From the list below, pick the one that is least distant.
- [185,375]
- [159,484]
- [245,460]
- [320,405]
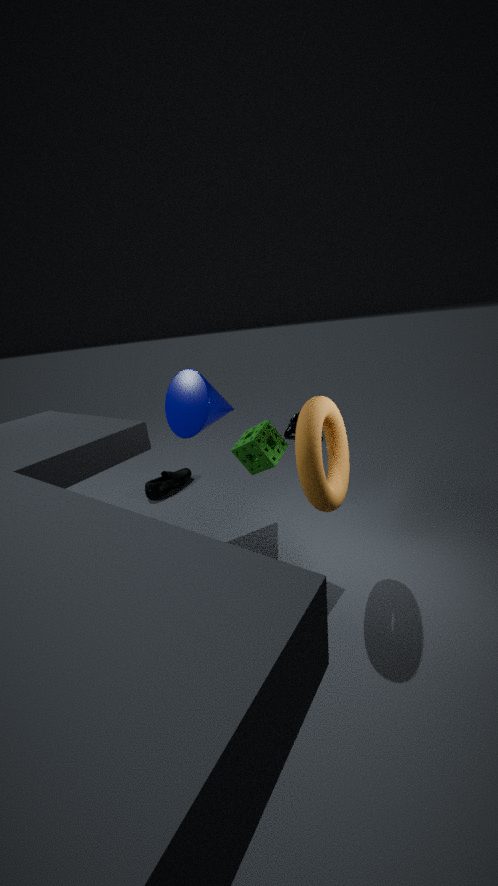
[320,405]
